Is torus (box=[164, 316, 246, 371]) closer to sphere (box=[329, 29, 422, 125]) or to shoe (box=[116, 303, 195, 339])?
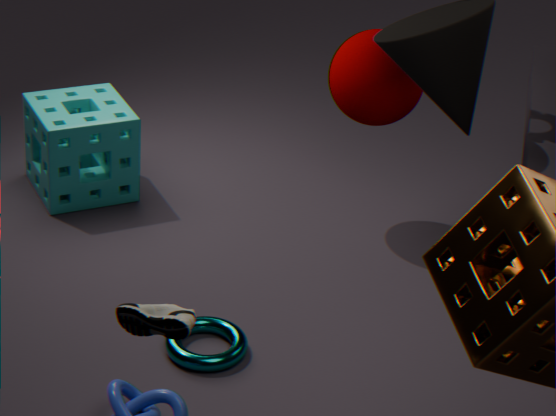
shoe (box=[116, 303, 195, 339])
